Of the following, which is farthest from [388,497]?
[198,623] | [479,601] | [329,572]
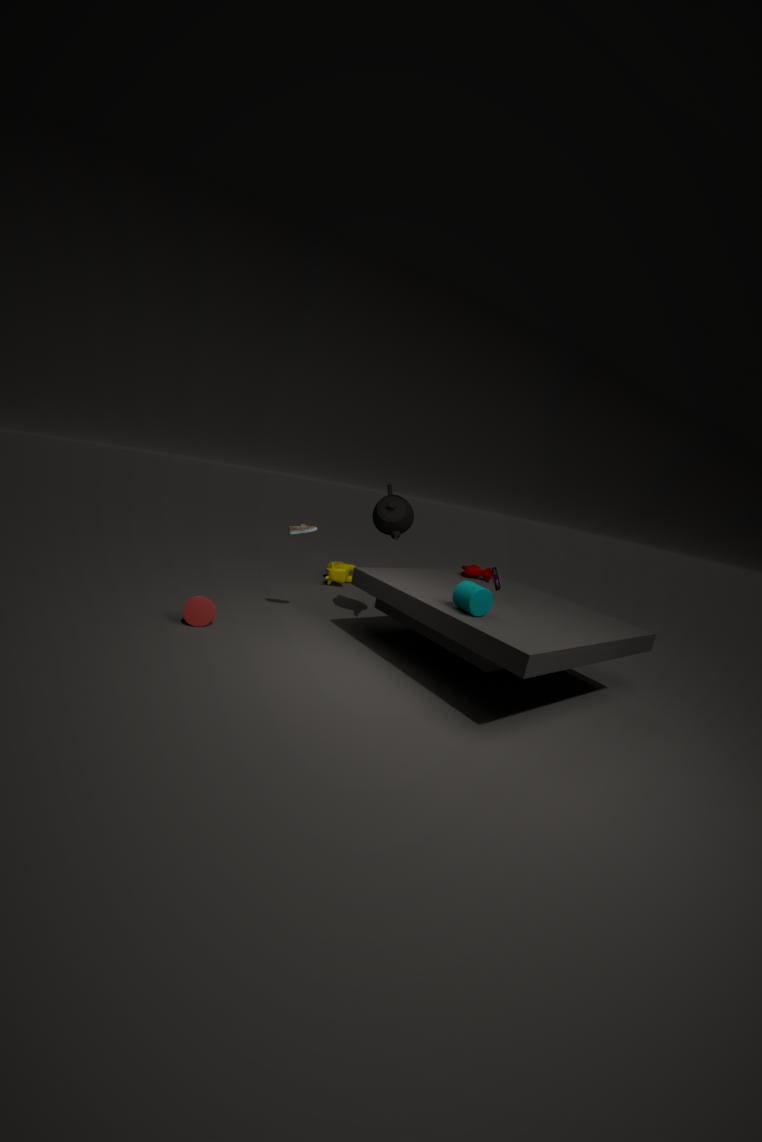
[198,623]
